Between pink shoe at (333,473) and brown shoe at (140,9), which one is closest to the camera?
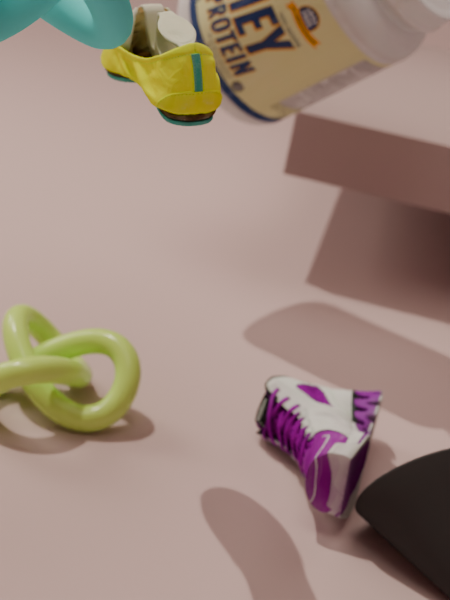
brown shoe at (140,9)
